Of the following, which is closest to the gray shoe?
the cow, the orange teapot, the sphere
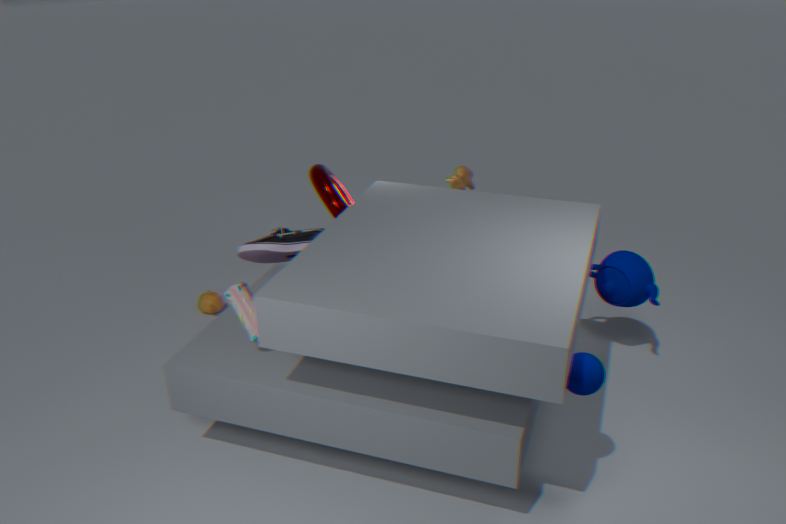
the cow
